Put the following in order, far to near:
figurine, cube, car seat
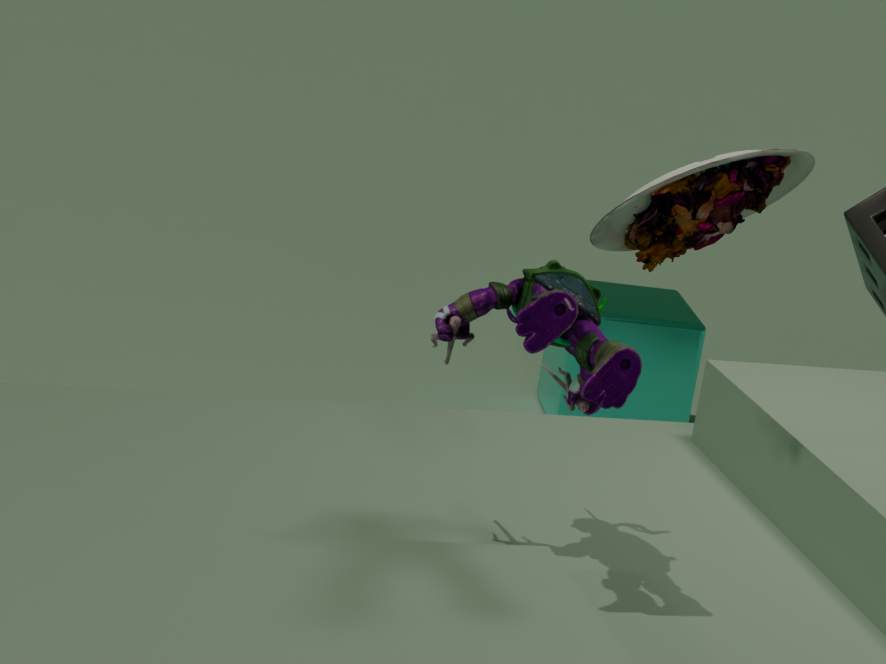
cube → car seat → figurine
